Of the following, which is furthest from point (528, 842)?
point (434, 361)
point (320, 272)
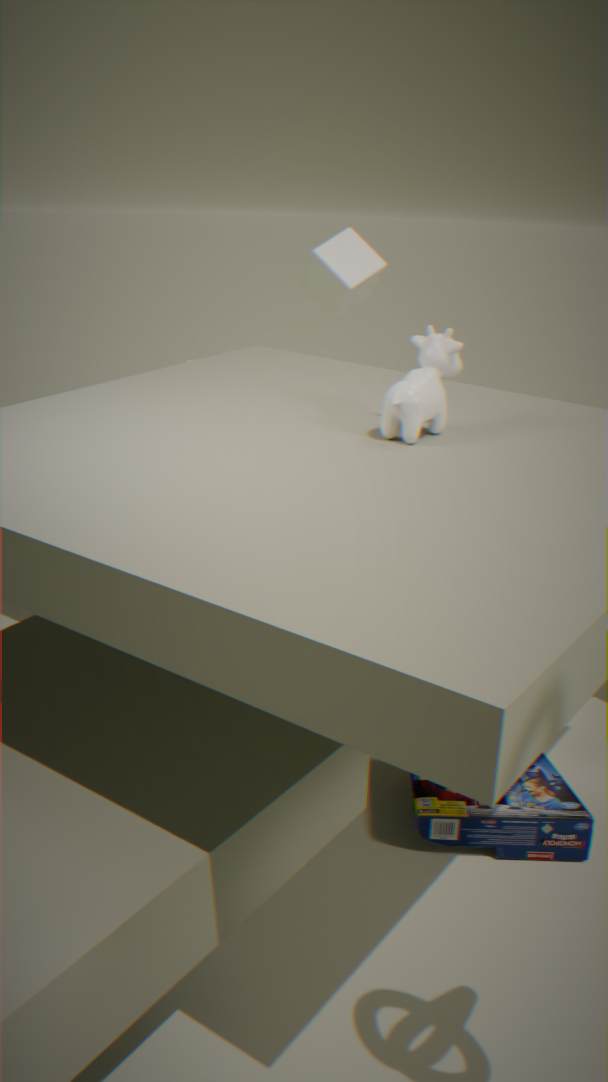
point (320, 272)
